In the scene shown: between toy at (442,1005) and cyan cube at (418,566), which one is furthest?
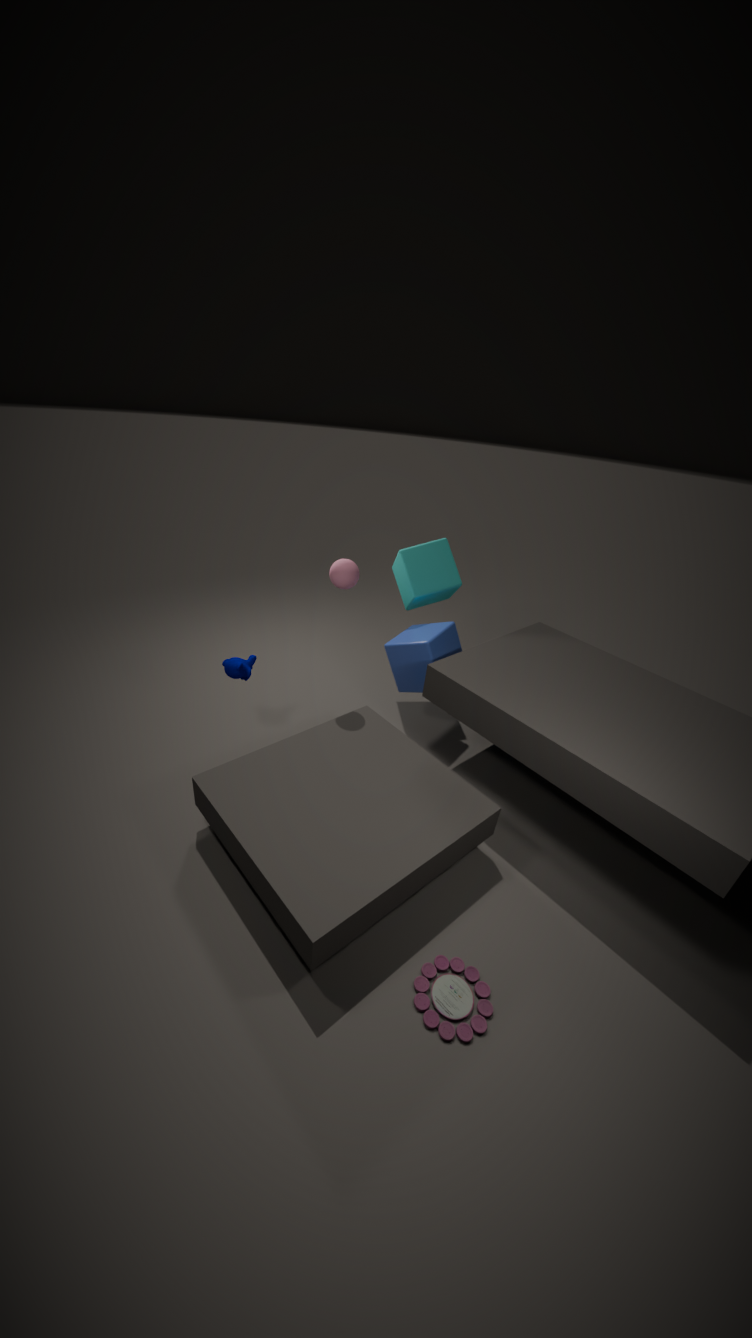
cyan cube at (418,566)
